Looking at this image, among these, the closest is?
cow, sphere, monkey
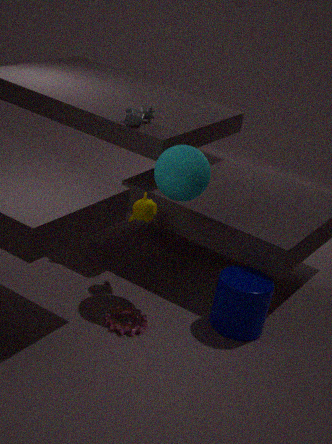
sphere
